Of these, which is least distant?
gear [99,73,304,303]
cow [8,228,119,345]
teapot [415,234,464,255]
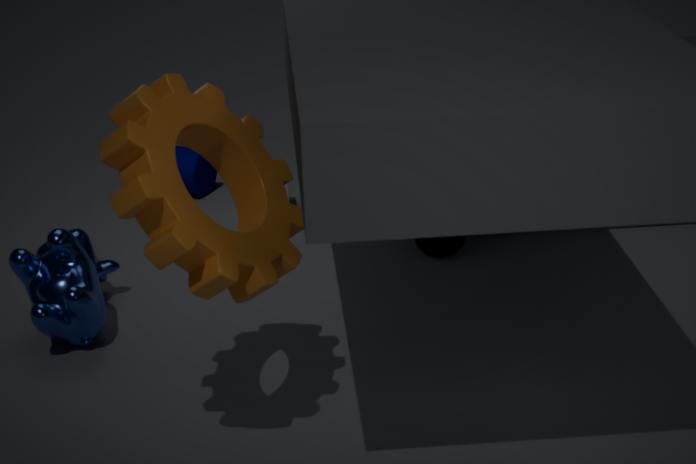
gear [99,73,304,303]
